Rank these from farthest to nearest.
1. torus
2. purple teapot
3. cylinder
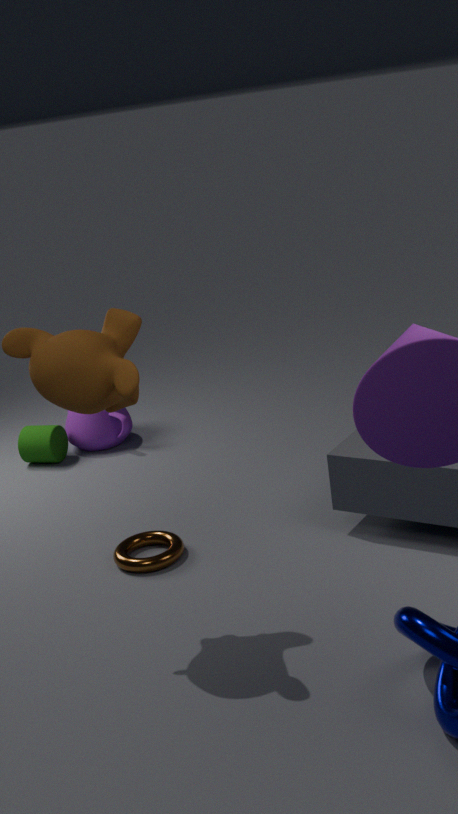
purple teapot → cylinder → torus
